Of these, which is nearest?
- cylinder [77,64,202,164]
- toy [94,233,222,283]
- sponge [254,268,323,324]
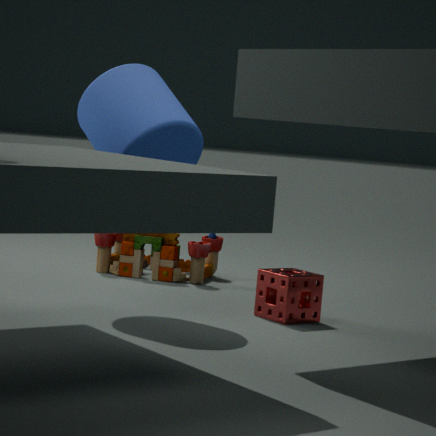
cylinder [77,64,202,164]
